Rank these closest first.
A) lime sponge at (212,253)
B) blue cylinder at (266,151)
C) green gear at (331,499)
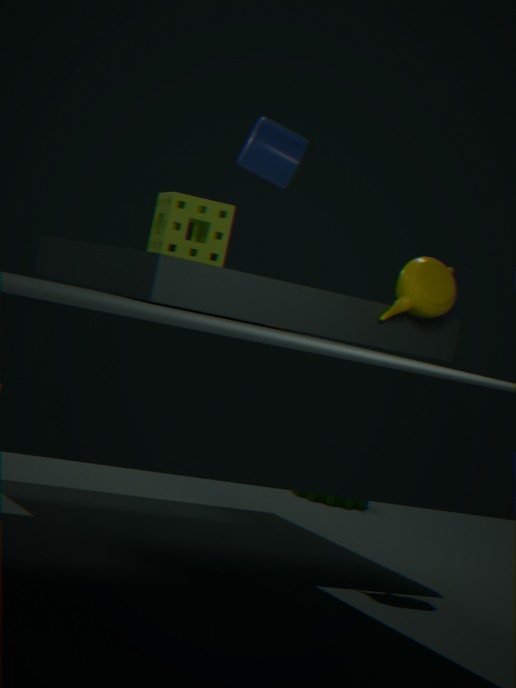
lime sponge at (212,253) → blue cylinder at (266,151) → green gear at (331,499)
